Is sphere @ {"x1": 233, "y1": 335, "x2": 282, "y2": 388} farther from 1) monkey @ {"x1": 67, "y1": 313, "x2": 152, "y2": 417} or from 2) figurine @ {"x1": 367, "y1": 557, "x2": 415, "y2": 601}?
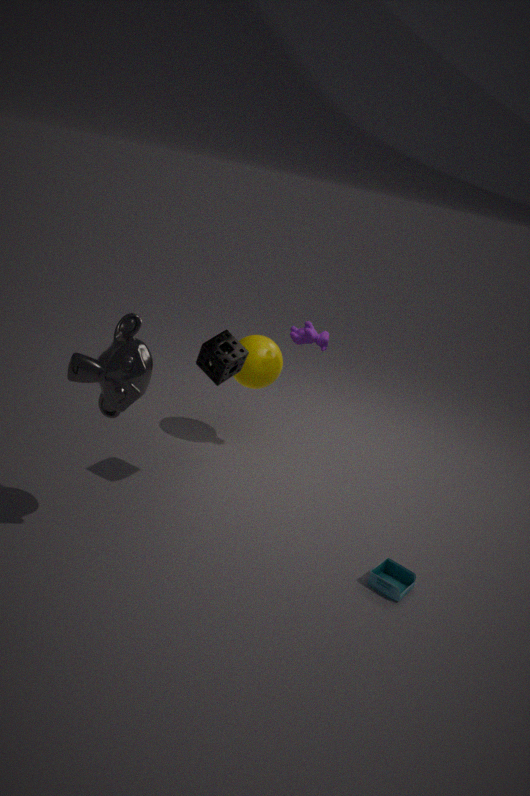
2) figurine @ {"x1": 367, "y1": 557, "x2": 415, "y2": 601}
